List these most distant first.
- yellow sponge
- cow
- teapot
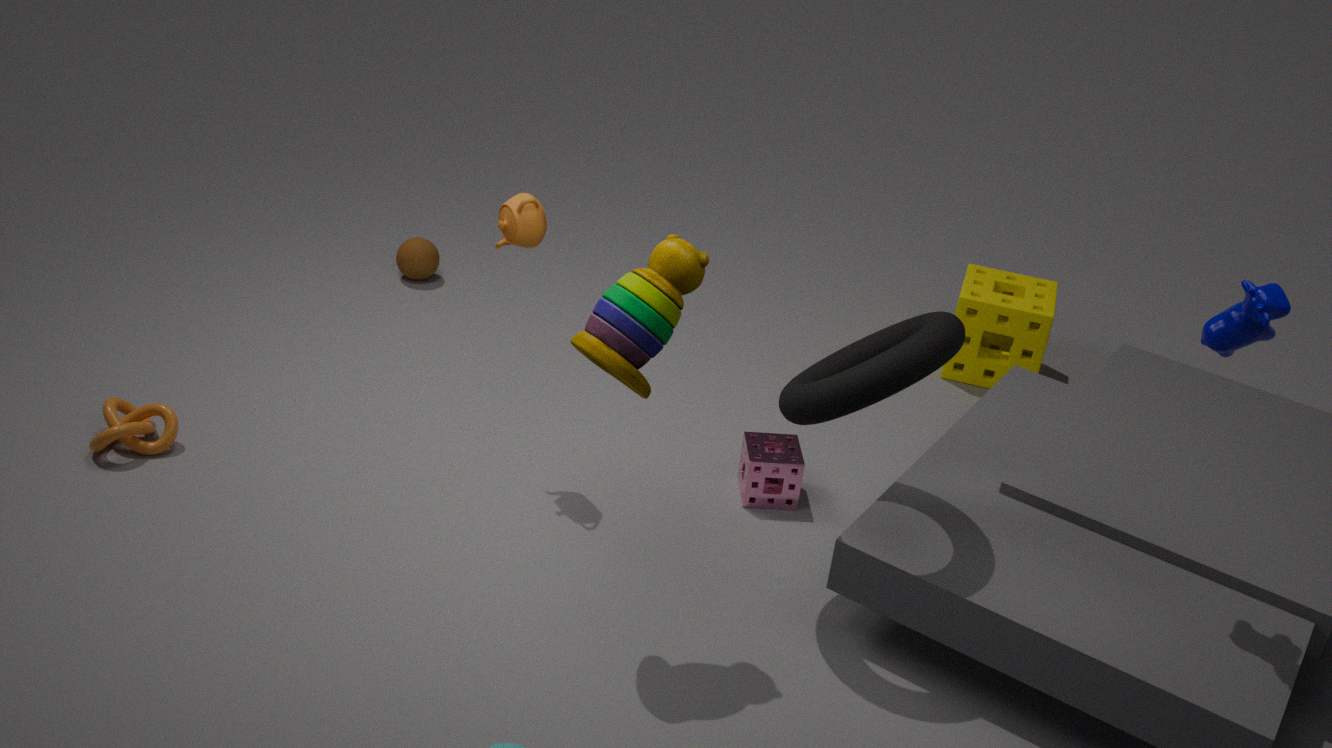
yellow sponge → teapot → cow
